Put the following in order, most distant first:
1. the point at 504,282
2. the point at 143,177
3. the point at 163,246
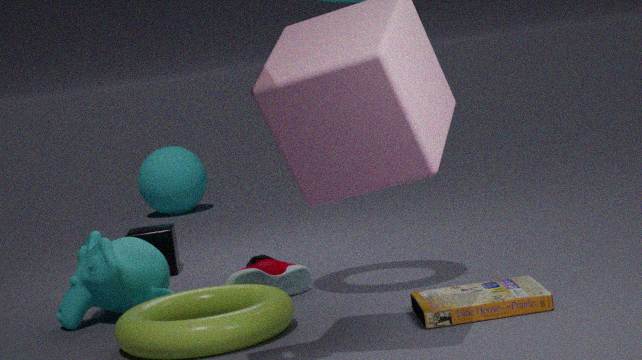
the point at 143,177
the point at 163,246
the point at 504,282
